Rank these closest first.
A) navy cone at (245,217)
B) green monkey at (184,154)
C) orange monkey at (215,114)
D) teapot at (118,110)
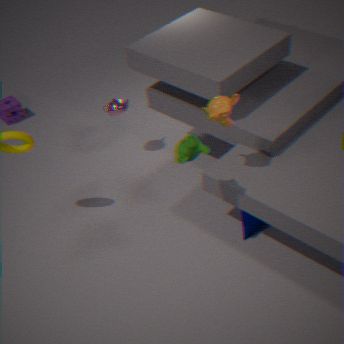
green monkey at (184,154), orange monkey at (215,114), navy cone at (245,217), teapot at (118,110)
